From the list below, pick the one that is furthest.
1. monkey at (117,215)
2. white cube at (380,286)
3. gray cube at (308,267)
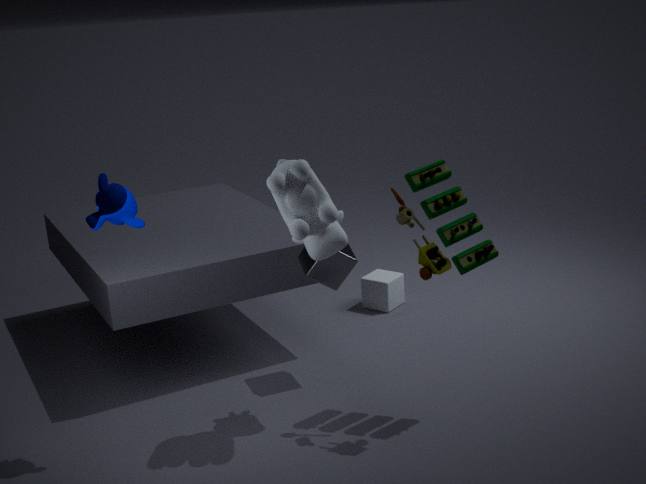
white cube at (380,286)
